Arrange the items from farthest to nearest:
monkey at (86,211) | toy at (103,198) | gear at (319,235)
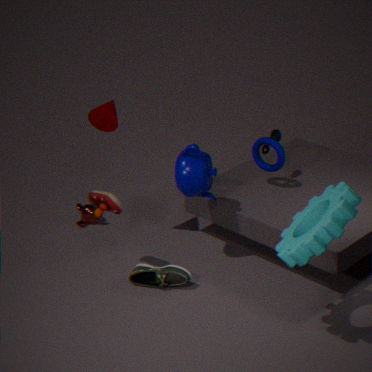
monkey at (86,211), toy at (103,198), gear at (319,235)
